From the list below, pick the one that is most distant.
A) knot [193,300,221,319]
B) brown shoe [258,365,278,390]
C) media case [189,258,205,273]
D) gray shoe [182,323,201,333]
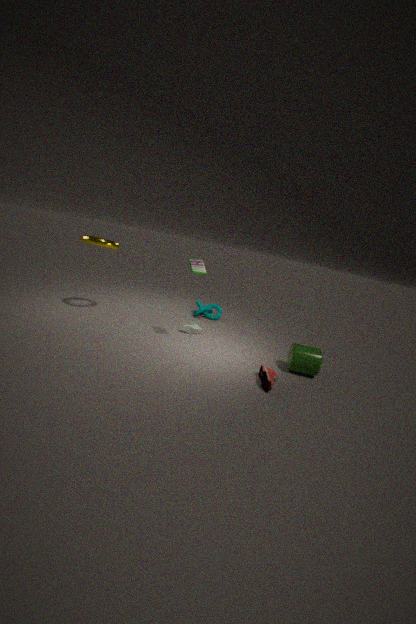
knot [193,300,221,319]
